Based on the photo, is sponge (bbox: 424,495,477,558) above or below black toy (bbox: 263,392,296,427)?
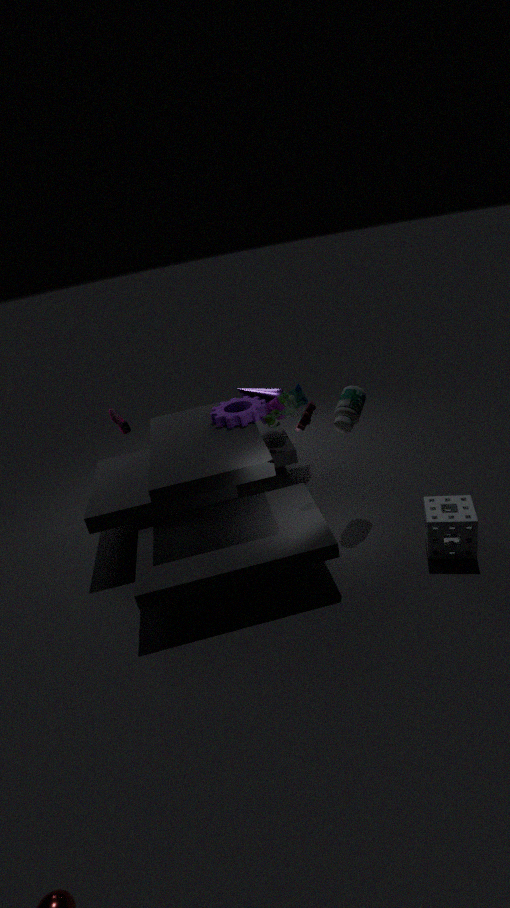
below
